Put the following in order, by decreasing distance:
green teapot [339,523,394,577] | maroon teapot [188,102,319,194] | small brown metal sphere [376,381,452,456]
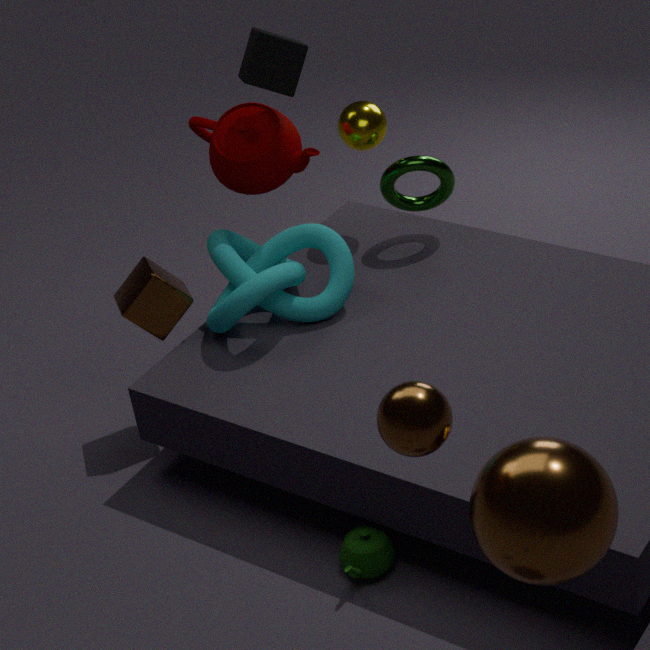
1. maroon teapot [188,102,319,194]
2. green teapot [339,523,394,577]
3. small brown metal sphere [376,381,452,456]
